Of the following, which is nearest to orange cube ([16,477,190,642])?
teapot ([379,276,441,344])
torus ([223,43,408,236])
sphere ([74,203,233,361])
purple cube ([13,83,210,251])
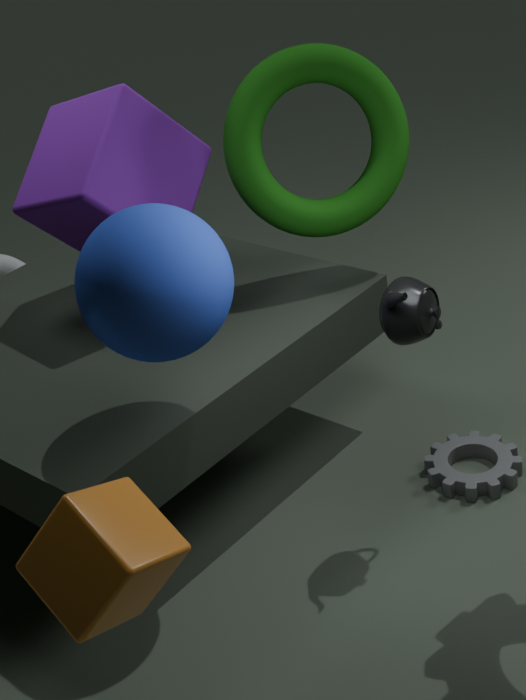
sphere ([74,203,233,361])
